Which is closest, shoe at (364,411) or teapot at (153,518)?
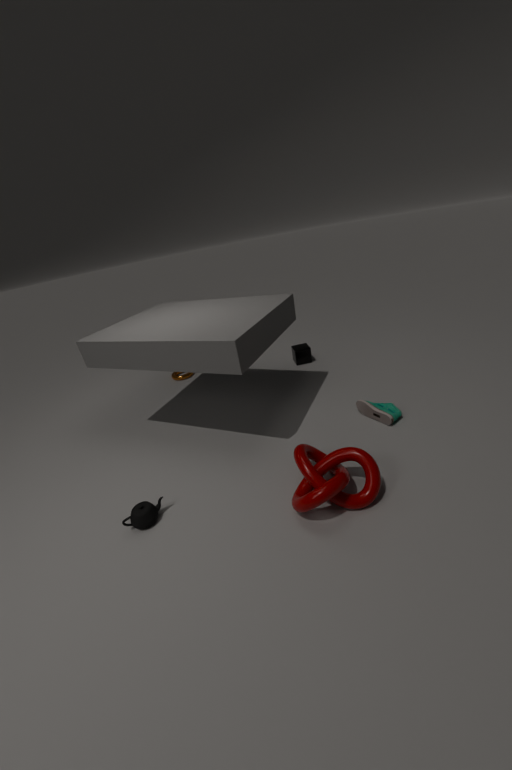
teapot at (153,518)
